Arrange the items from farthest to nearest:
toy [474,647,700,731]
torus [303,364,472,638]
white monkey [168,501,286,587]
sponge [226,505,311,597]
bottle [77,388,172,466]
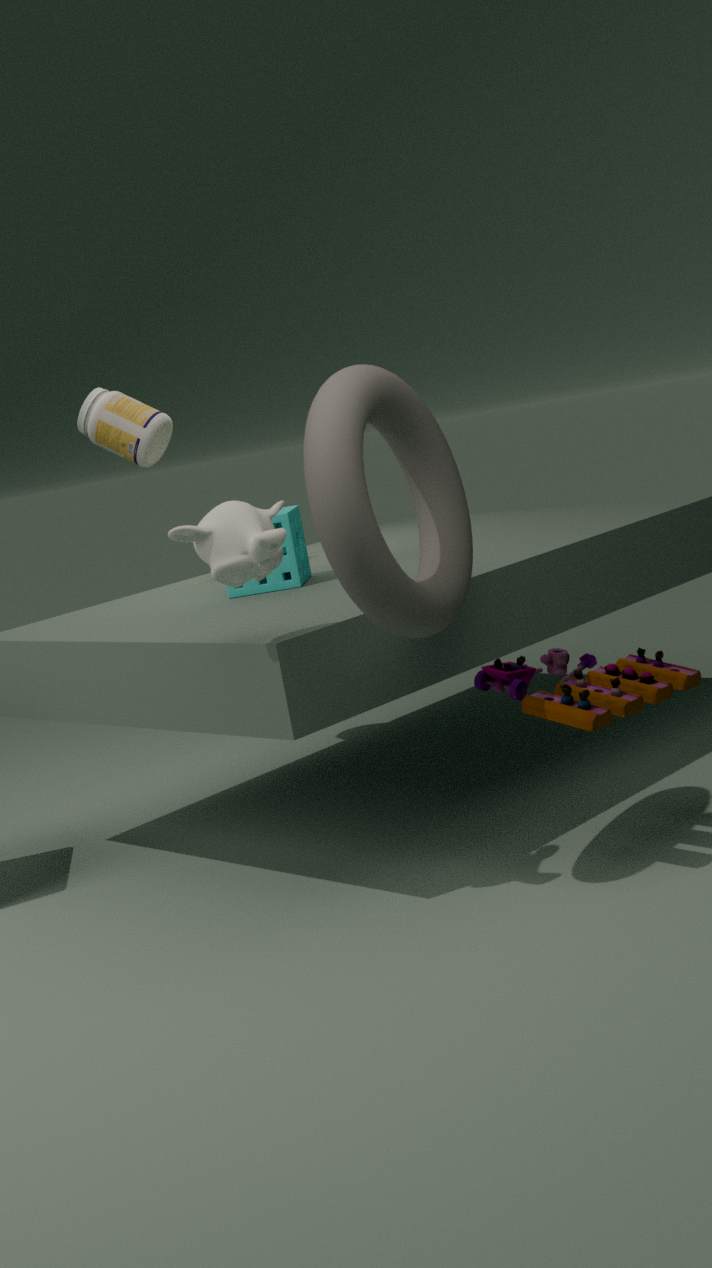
bottle [77,388,172,466], sponge [226,505,311,597], toy [474,647,700,731], white monkey [168,501,286,587], torus [303,364,472,638]
